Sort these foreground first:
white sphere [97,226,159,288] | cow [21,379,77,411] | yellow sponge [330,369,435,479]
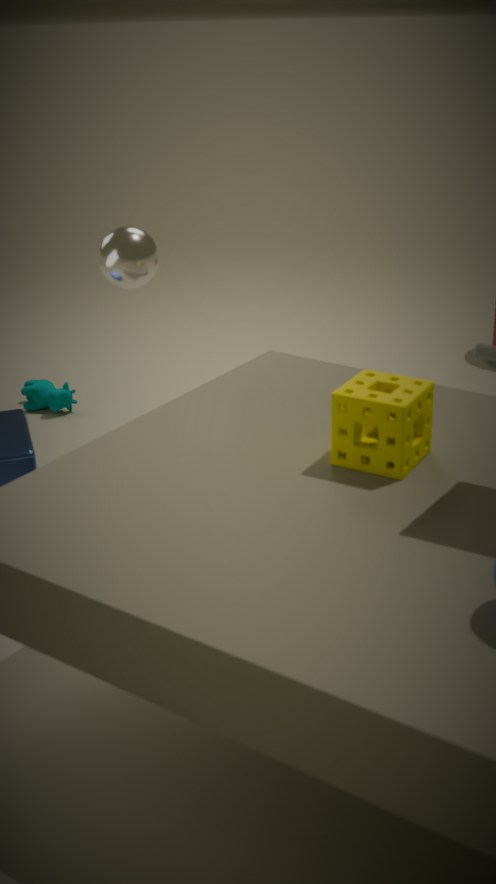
yellow sponge [330,369,435,479] → white sphere [97,226,159,288] → cow [21,379,77,411]
